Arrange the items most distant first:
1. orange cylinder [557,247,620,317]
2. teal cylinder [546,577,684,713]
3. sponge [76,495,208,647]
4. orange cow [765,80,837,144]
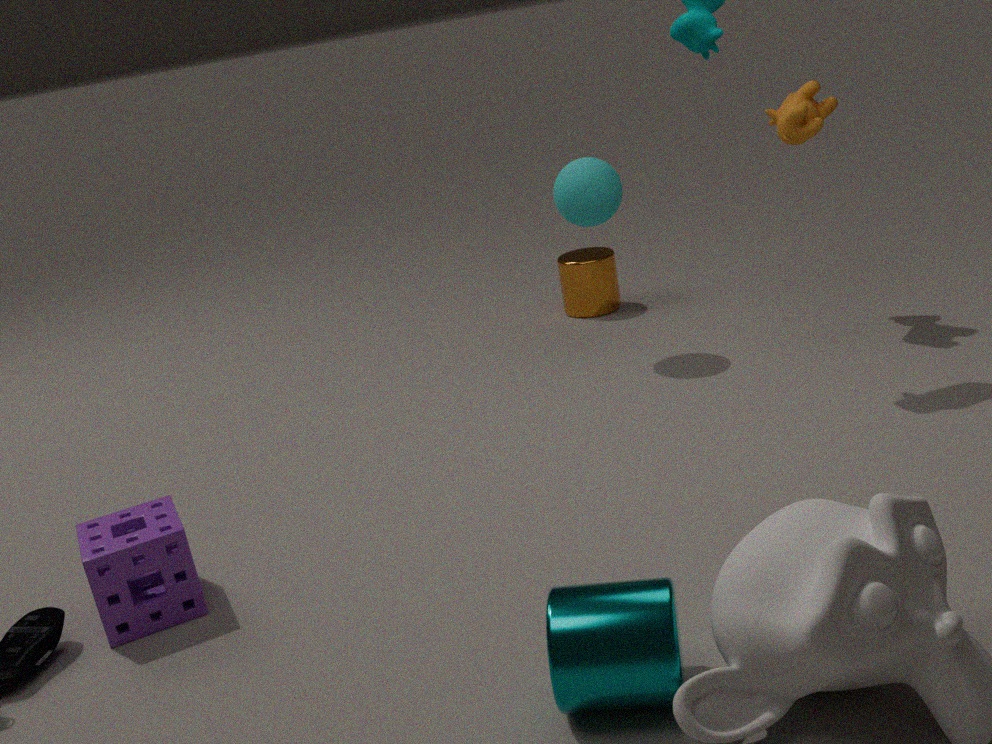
orange cylinder [557,247,620,317], orange cow [765,80,837,144], sponge [76,495,208,647], teal cylinder [546,577,684,713]
